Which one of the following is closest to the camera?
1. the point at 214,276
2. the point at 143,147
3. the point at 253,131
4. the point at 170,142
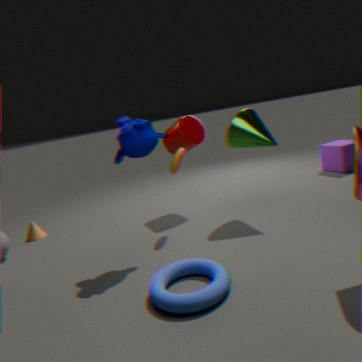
the point at 214,276
